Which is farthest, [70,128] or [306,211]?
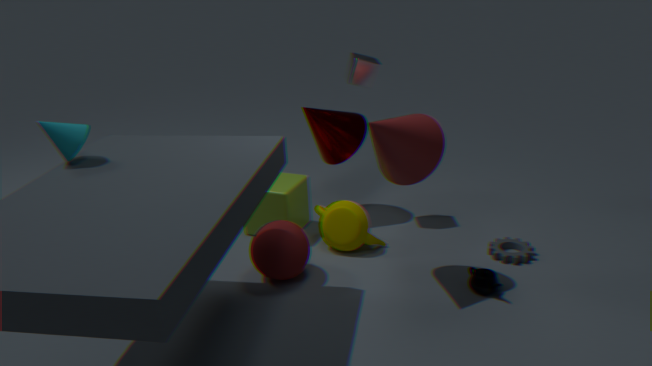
[306,211]
